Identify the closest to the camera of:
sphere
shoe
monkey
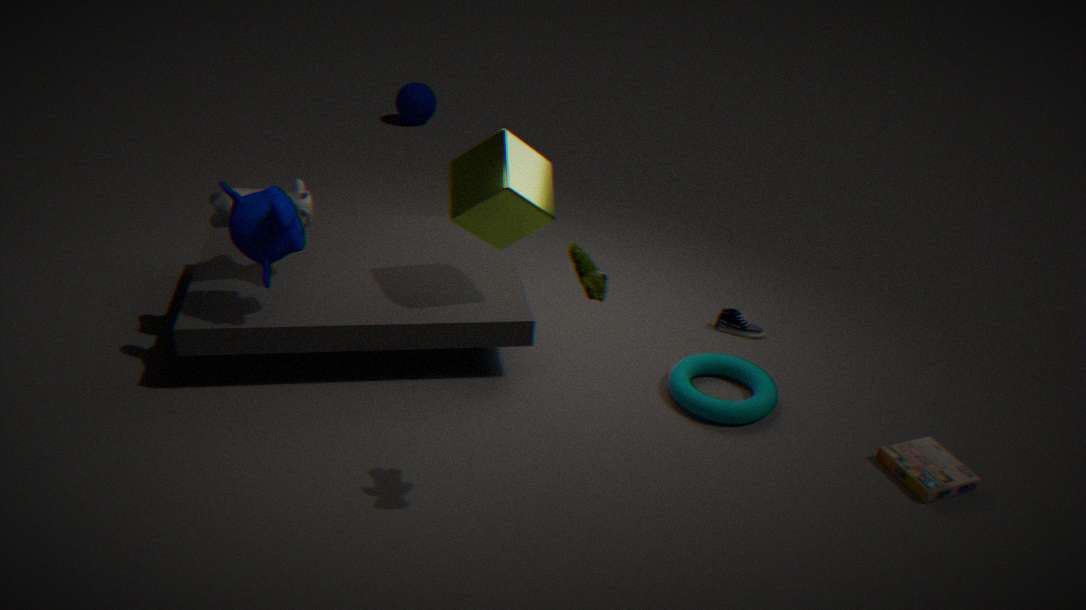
monkey
